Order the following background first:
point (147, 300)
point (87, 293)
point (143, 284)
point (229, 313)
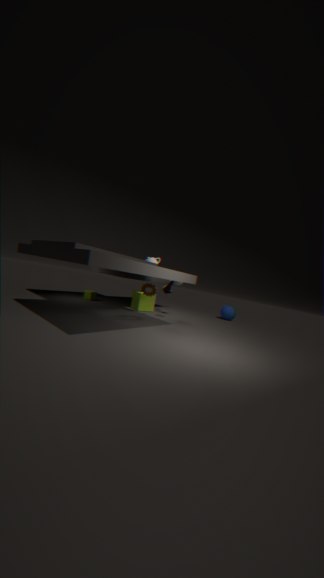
point (229, 313) < point (87, 293) < point (147, 300) < point (143, 284)
